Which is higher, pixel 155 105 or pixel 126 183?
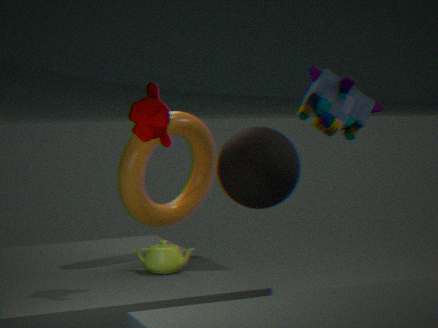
pixel 155 105
